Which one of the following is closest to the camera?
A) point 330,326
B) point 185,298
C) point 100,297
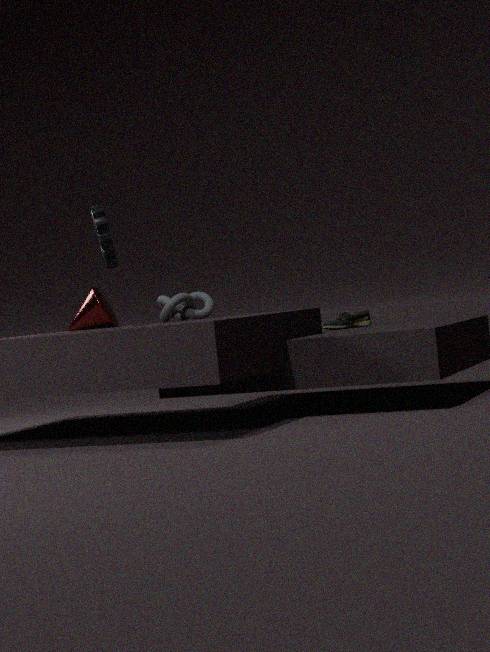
point 185,298
